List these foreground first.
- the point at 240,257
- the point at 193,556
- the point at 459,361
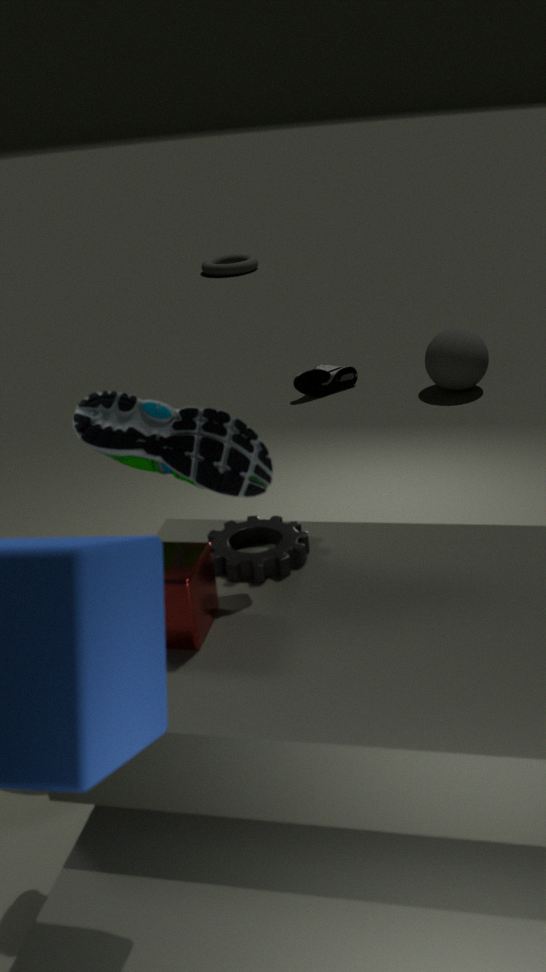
the point at 193,556 < the point at 459,361 < the point at 240,257
